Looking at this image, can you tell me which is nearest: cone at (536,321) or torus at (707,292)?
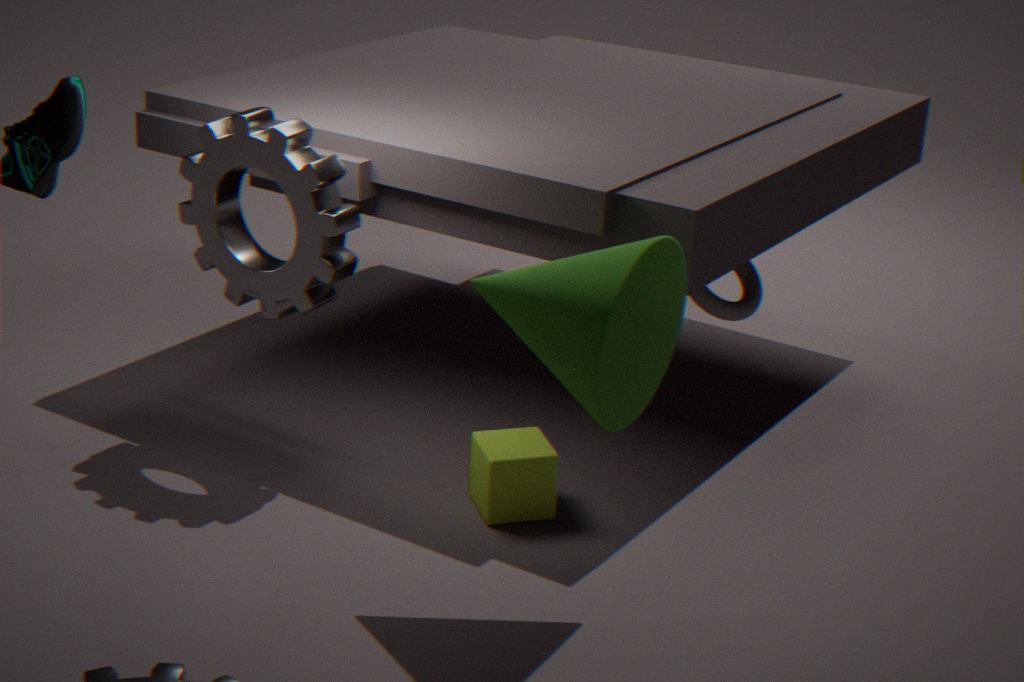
cone at (536,321)
